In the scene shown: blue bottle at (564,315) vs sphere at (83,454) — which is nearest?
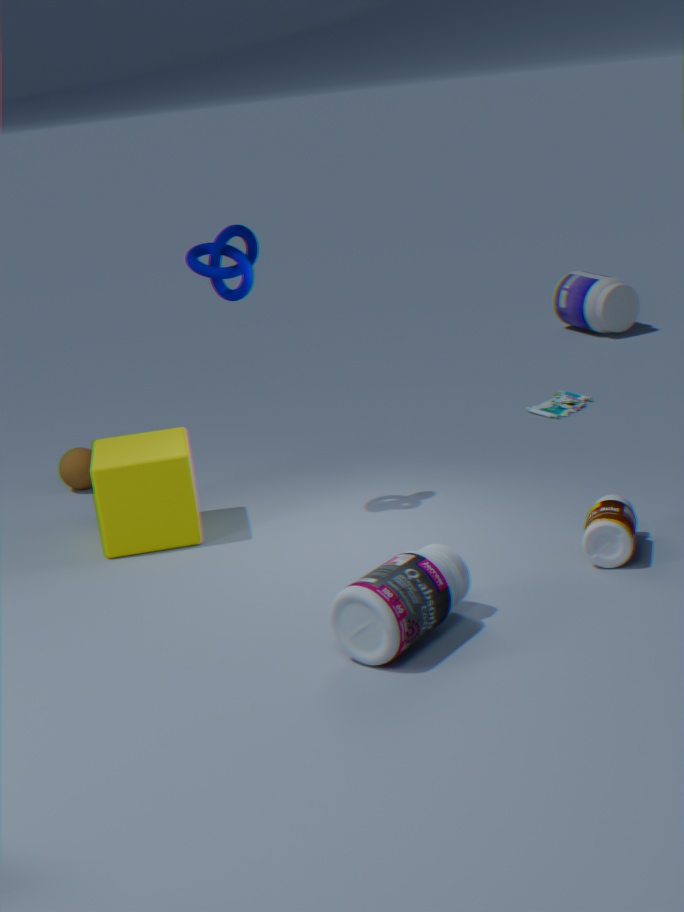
sphere at (83,454)
